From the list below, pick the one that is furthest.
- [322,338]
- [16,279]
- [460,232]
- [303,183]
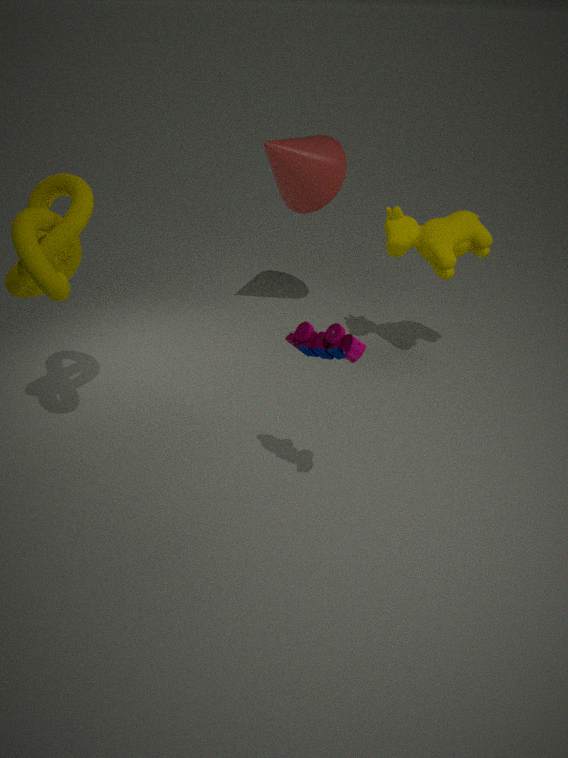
[303,183]
